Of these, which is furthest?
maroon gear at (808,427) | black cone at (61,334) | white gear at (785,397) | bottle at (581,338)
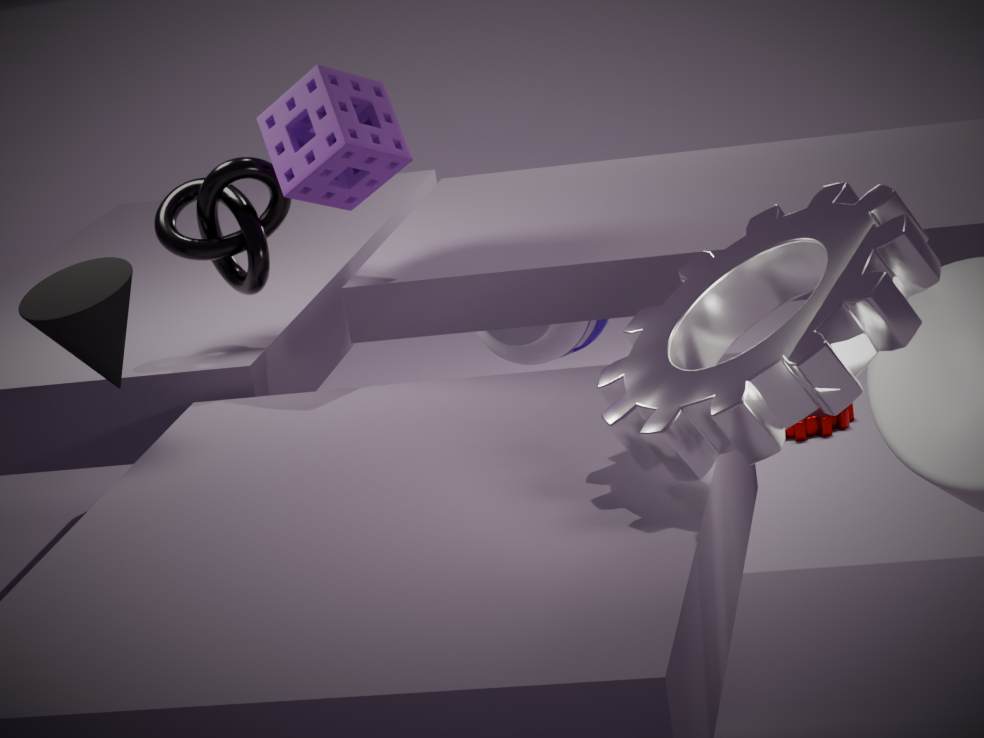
maroon gear at (808,427)
